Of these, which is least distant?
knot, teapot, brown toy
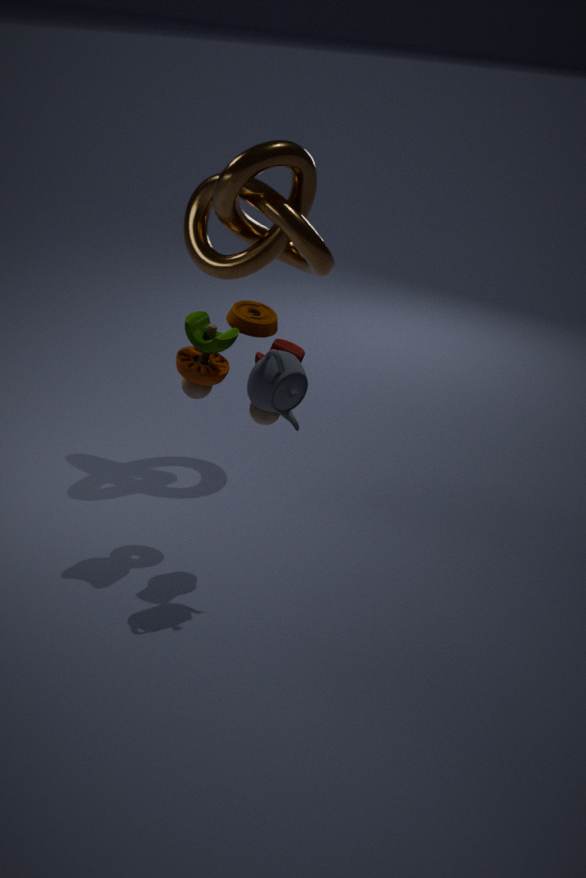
teapot
